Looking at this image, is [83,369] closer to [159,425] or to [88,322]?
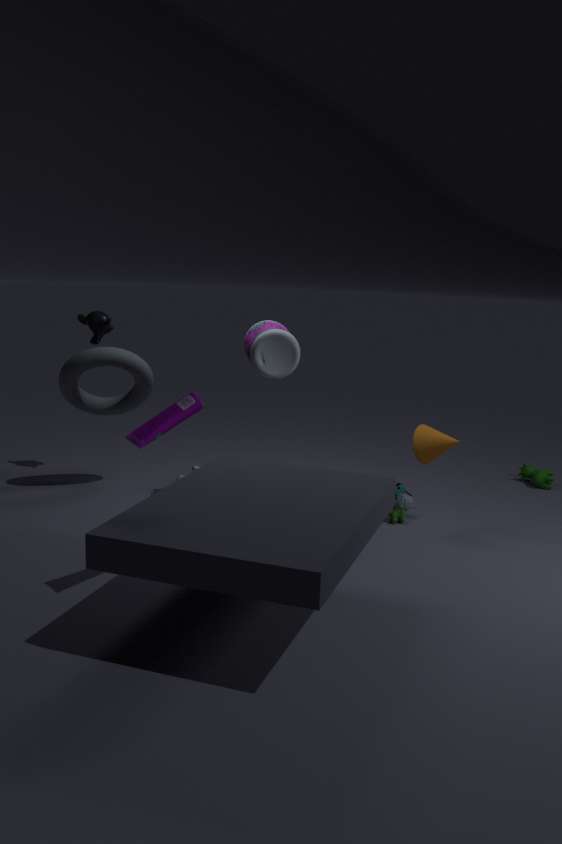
[88,322]
